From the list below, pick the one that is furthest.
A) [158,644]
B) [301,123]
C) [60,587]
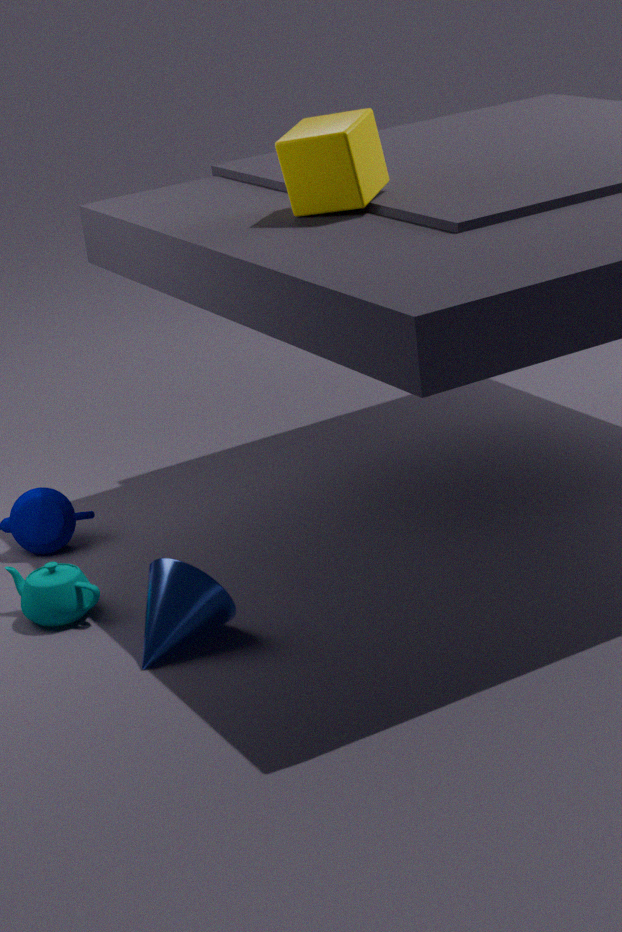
[301,123]
